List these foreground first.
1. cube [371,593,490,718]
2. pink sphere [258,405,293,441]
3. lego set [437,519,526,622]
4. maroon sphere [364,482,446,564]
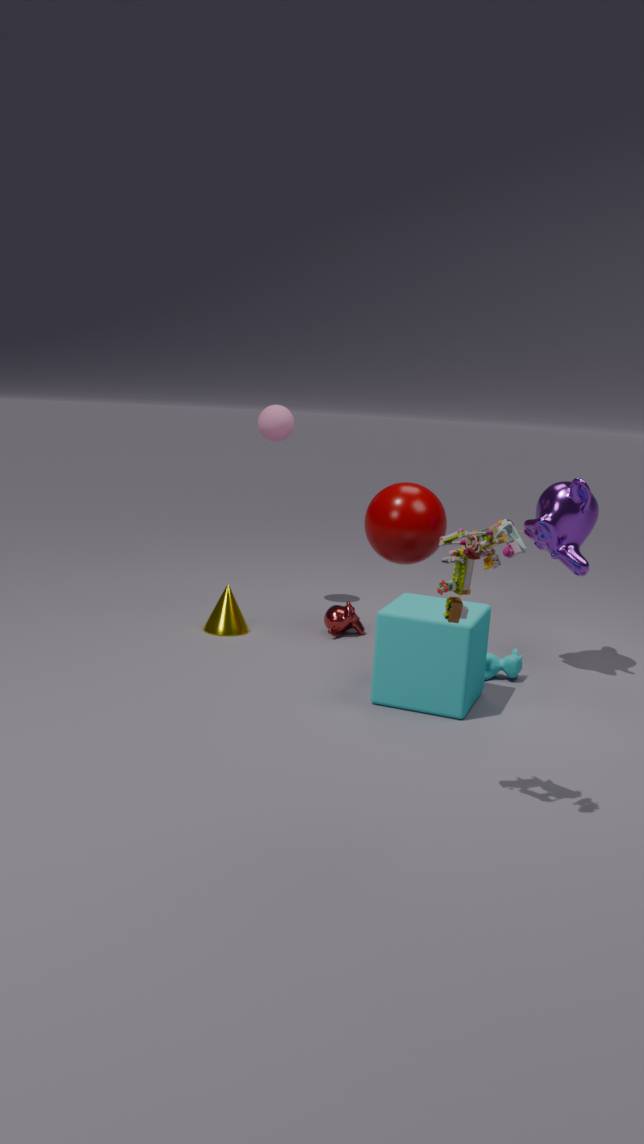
1. lego set [437,519,526,622]
2. cube [371,593,490,718]
3. maroon sphere [364,482,446,564]
4. pink sphere [258,405,293,441]
